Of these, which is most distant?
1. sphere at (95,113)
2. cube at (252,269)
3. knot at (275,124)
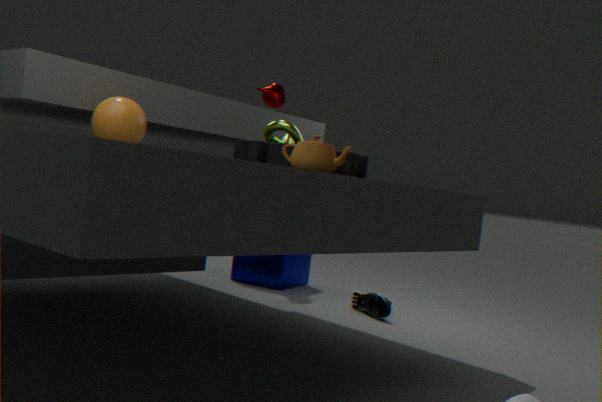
cube at (252,269)
